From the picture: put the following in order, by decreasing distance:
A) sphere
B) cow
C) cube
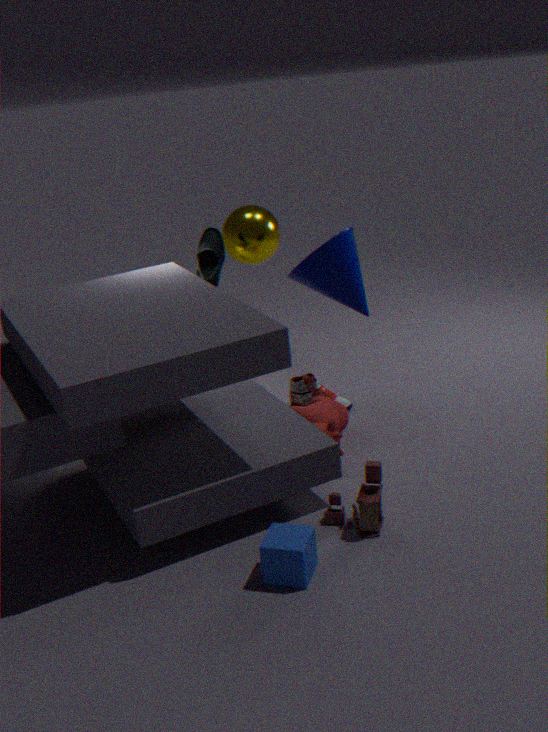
A. sphere
B. cow
C. cube
